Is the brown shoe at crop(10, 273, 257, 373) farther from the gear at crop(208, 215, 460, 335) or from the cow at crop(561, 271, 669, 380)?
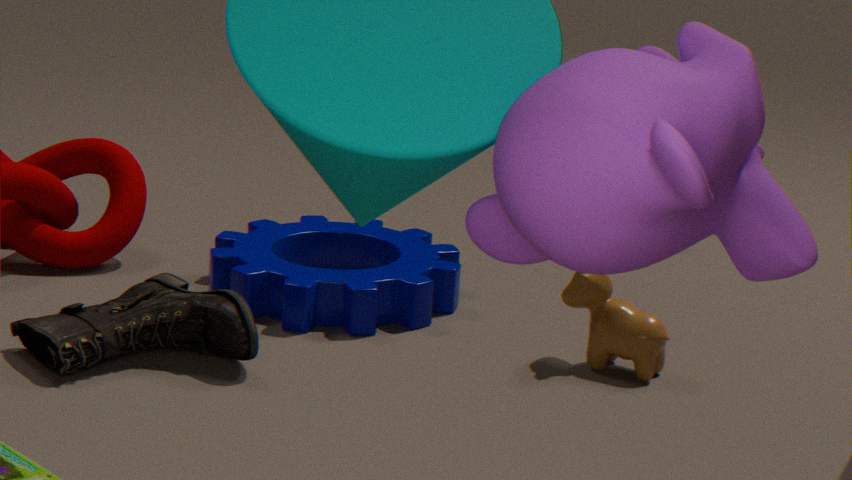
the cow at crop(561, 271, 669, 380)
